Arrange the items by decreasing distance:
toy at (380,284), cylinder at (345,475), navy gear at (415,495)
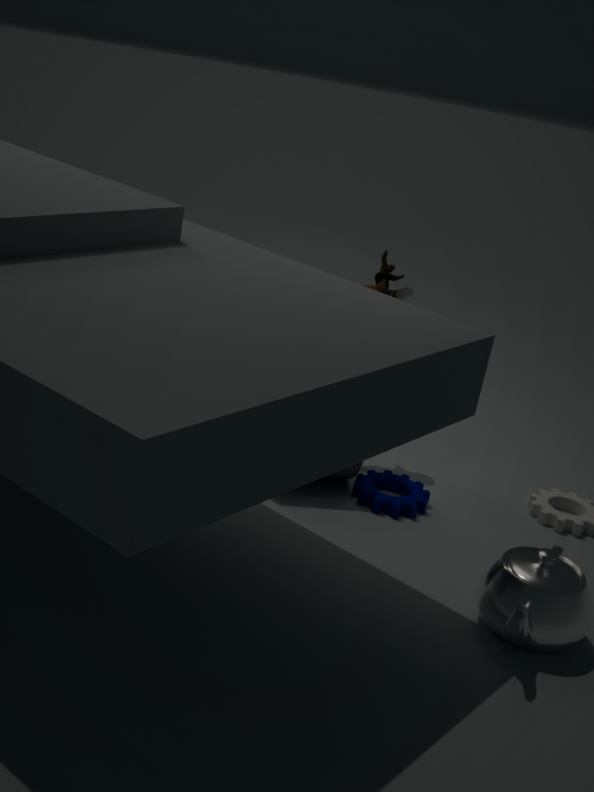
toy at (380,284), cylinder at (345,475), navy gear at (415,495)
